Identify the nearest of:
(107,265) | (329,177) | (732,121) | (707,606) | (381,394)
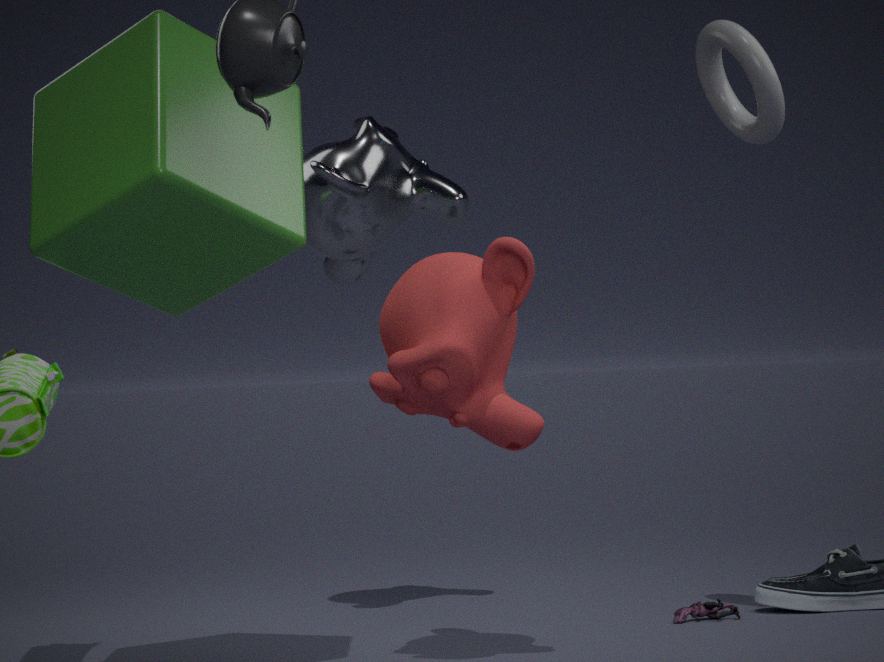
(107,265)
